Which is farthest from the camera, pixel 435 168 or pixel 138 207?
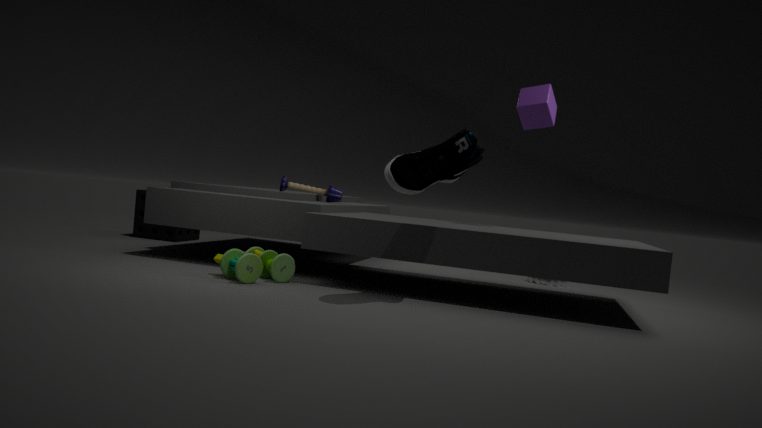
pixel 138 207
